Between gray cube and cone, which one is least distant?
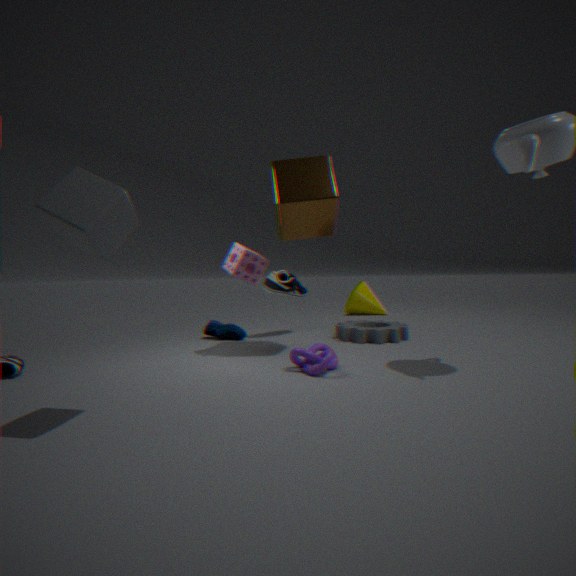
gray cube
